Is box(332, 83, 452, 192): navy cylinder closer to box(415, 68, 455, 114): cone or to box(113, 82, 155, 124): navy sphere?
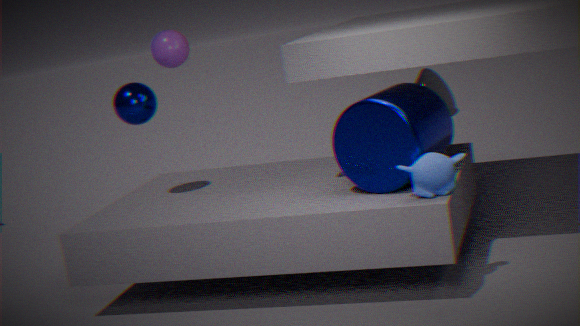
box(113, 82, 155, 124): navy sphere
